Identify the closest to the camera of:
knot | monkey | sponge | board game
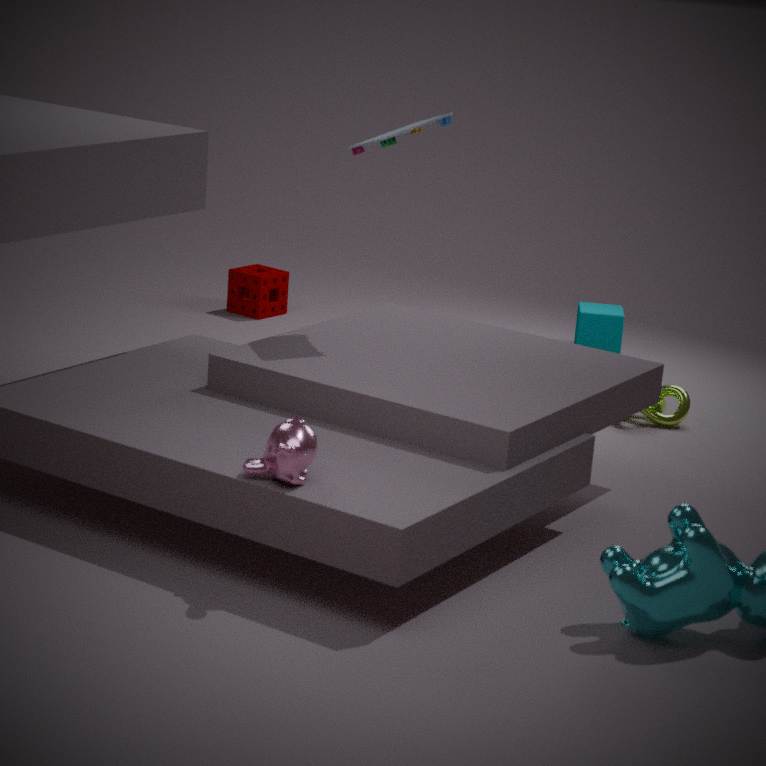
monkey
